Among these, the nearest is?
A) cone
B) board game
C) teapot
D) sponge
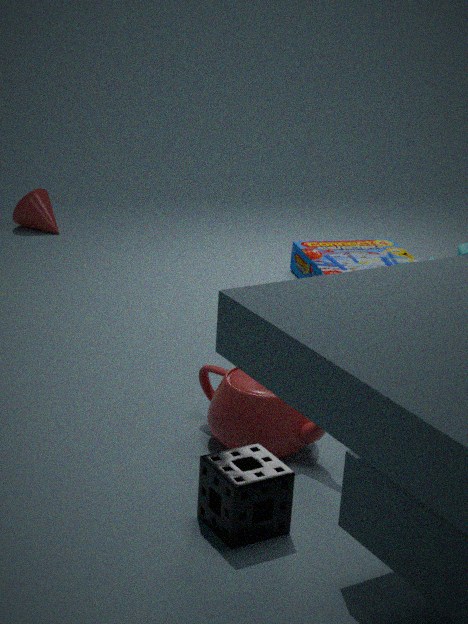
sponge
